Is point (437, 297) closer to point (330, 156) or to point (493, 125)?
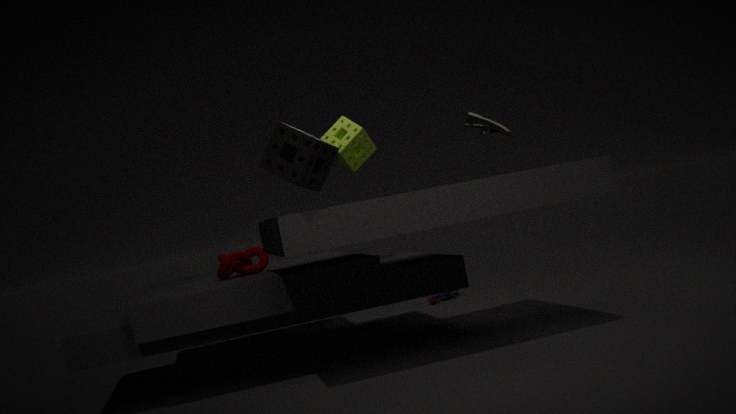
point (493, 125)
